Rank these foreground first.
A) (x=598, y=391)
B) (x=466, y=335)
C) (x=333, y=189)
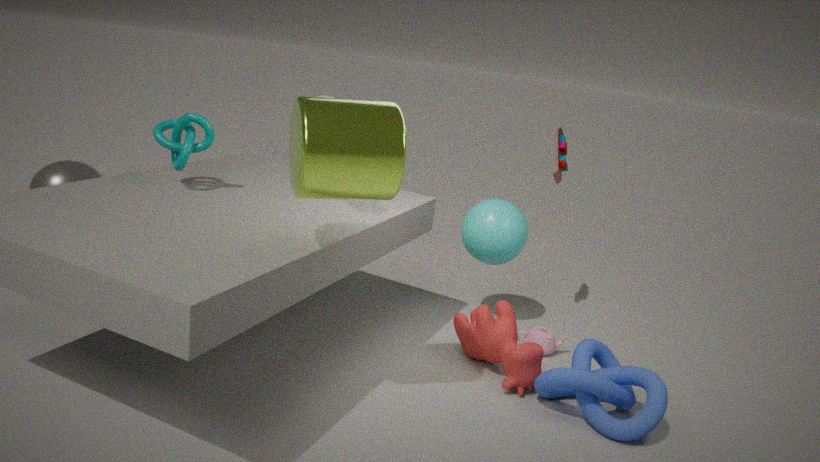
(x=333, y=189), (x=598, y=391), (x=466, y=335)
